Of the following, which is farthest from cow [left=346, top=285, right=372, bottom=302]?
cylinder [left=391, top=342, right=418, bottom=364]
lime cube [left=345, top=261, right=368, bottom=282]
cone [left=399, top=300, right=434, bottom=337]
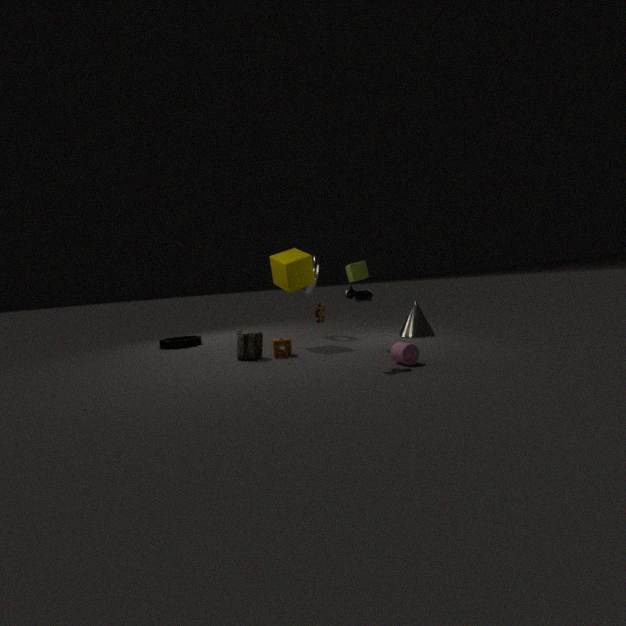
cone [left=399, top=300, right=434, bottom=337]
